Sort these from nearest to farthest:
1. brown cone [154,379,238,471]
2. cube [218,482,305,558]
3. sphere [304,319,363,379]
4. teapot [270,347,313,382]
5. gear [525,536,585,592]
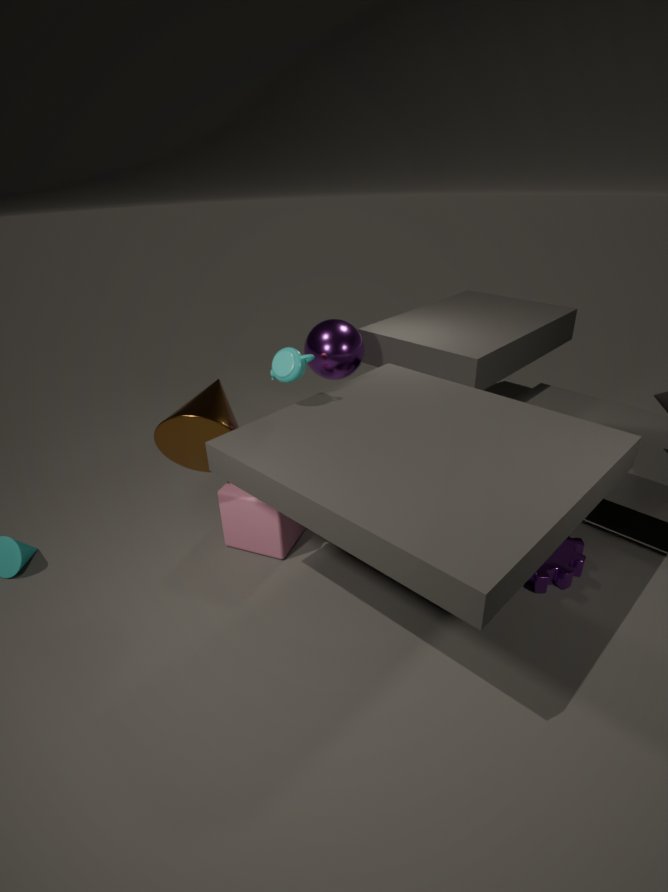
1. brown cone [154,379,238,471]
2. teapot [270,347,313,382]
3. gear [525,536,585,592]
4. cube [218,482,305,558]
5. sphere [304,319,363,379]
